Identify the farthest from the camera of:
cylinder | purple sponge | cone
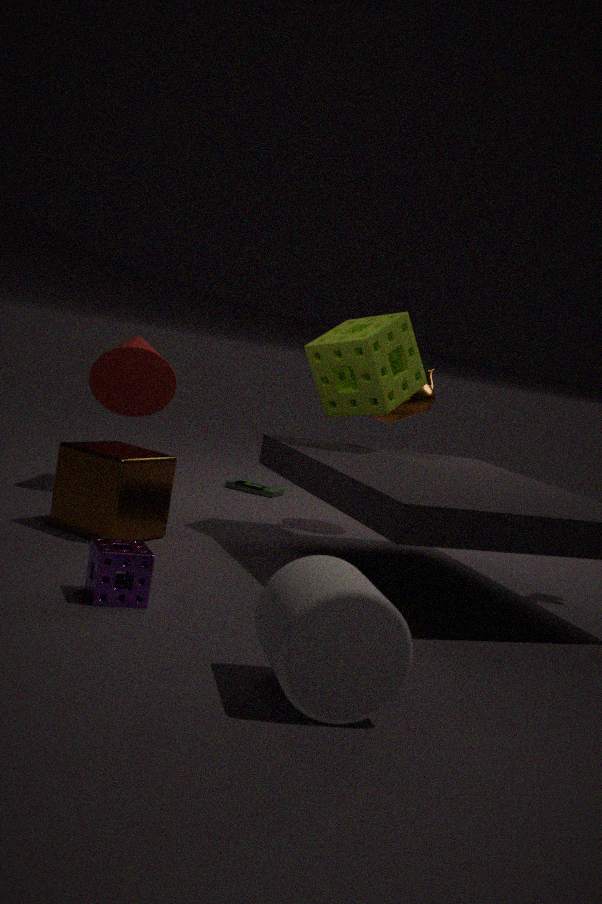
cone
